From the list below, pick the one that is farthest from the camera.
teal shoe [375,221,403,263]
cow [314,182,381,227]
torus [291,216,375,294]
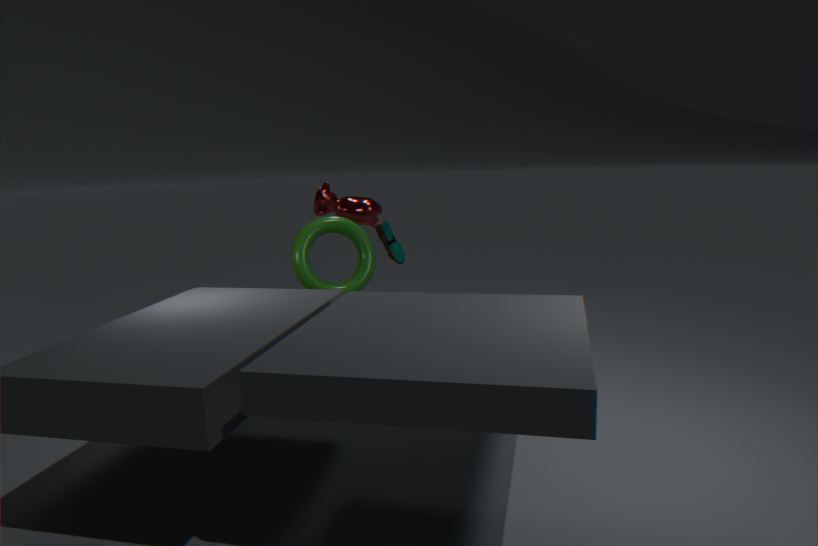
cow [314,182,381,227]
